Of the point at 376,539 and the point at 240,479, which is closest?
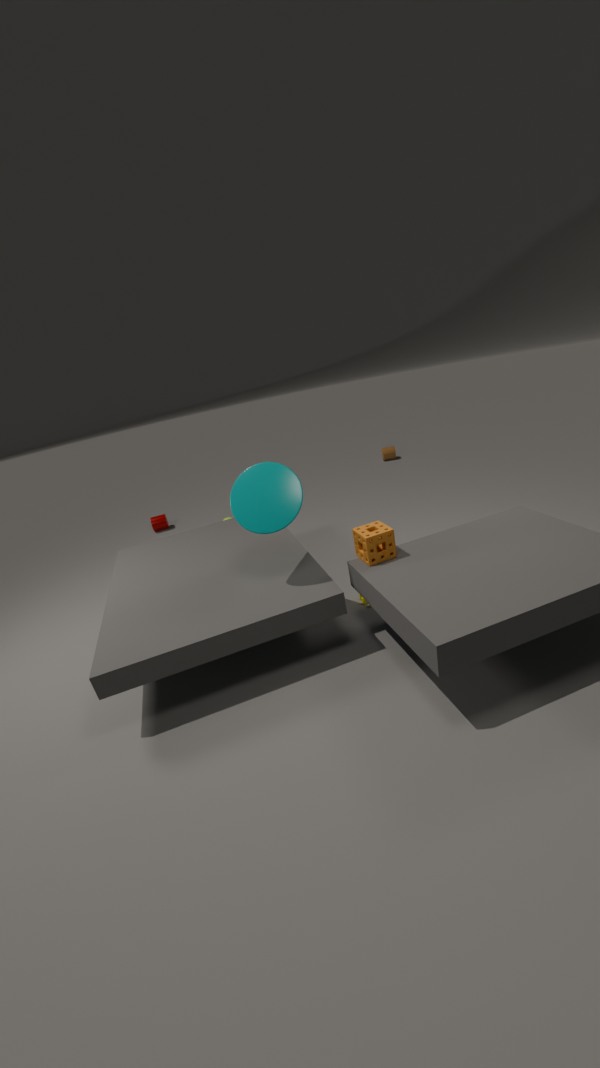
the point at 376,539
